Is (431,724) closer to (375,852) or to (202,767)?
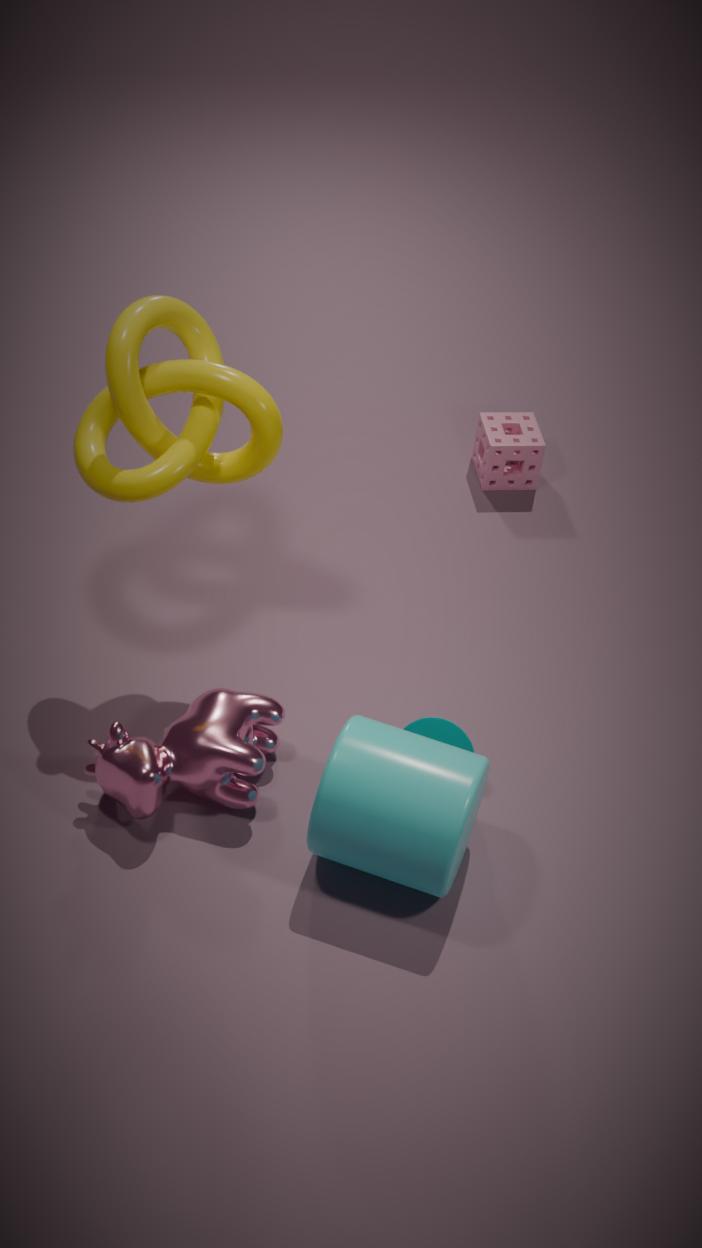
(375,852)
